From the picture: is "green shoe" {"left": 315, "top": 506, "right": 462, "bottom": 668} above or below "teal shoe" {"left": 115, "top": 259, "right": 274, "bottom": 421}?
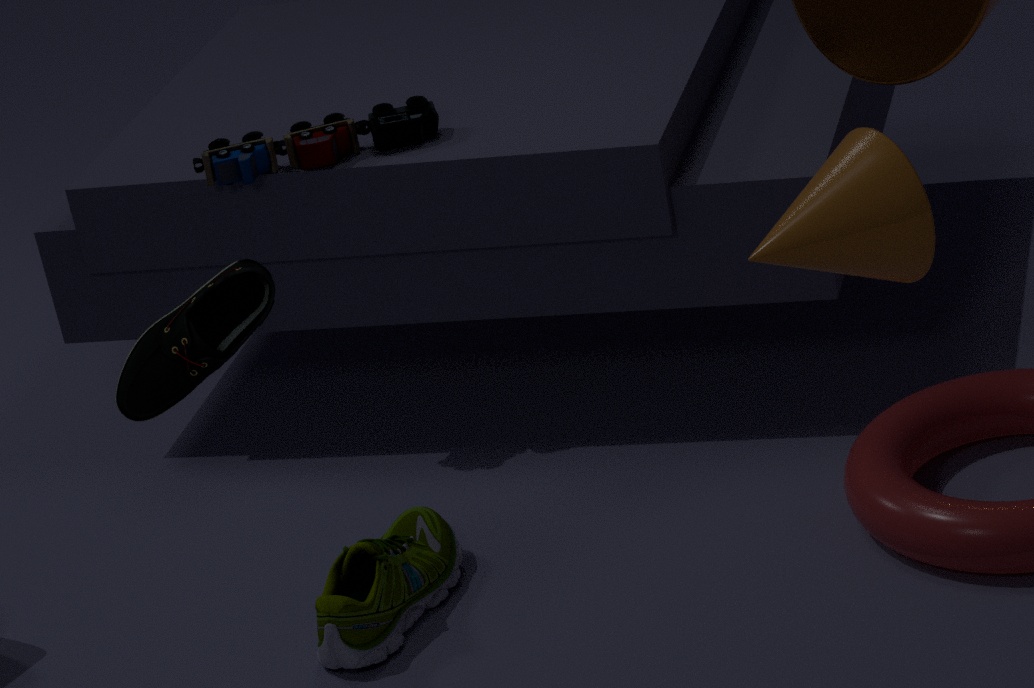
below
